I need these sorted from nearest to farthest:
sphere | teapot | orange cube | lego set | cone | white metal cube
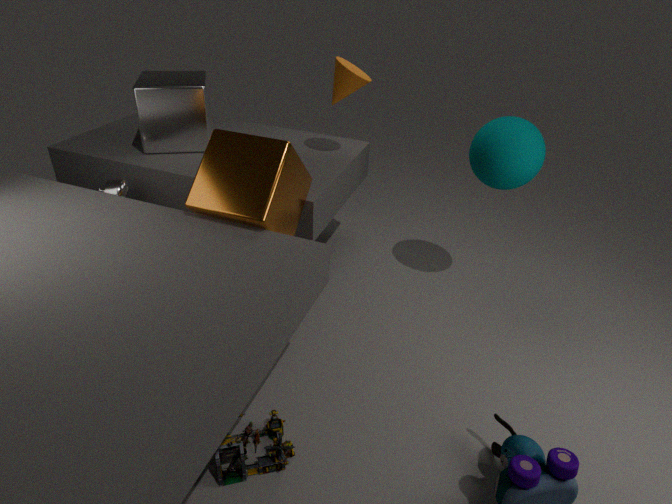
1. lego set
2. orange cube
3. sphere
4. teapot
5. cone
6. white metal cube
